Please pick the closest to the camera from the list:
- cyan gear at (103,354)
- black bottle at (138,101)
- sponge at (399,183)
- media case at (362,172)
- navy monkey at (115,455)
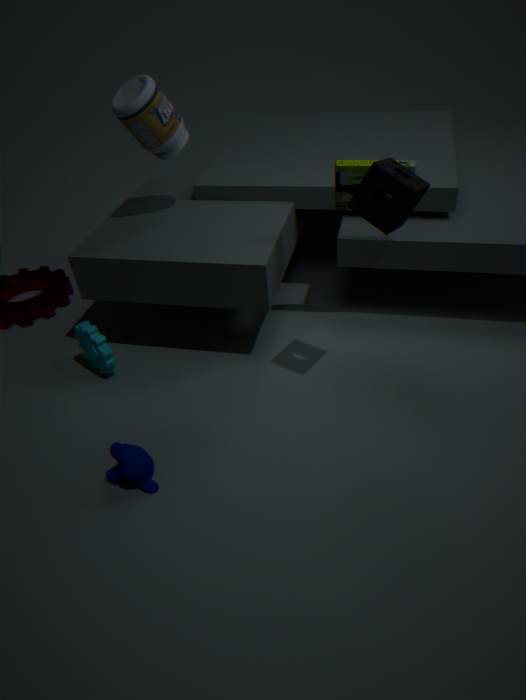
sponge at (399,183)
